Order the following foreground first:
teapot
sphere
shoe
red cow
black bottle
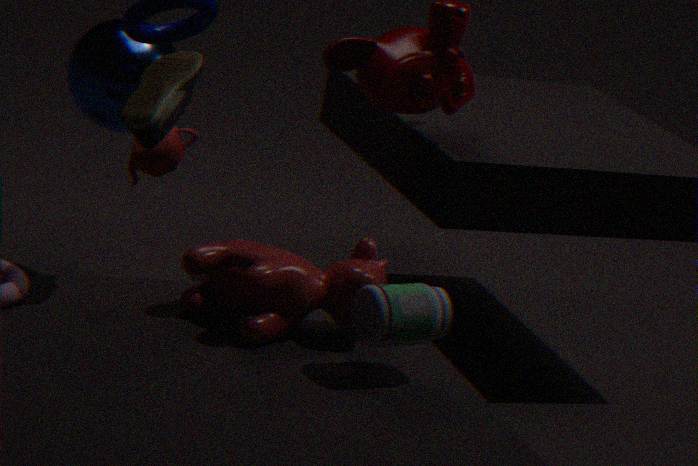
black bottle → shoe → red cow → teapot → sphere
